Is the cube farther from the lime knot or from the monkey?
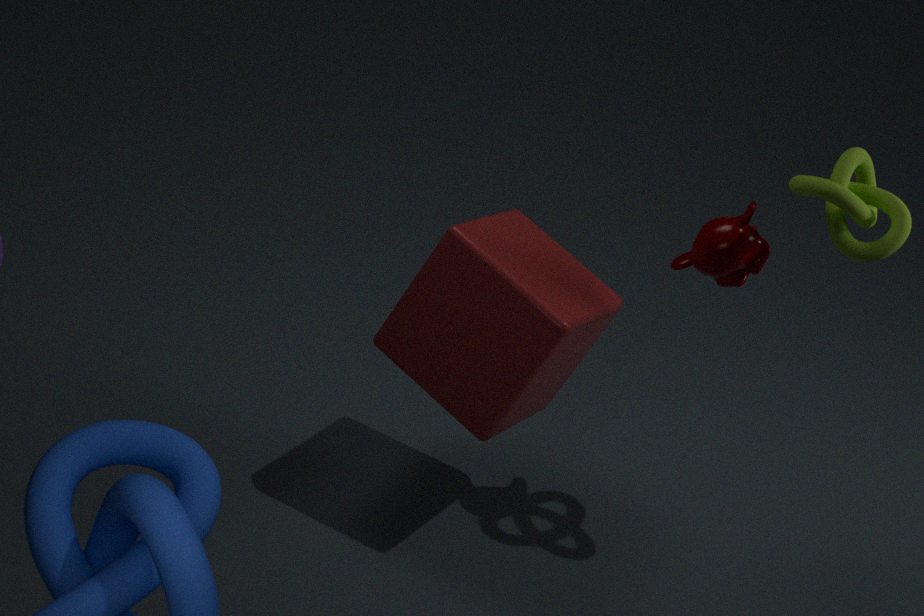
the lime knot
